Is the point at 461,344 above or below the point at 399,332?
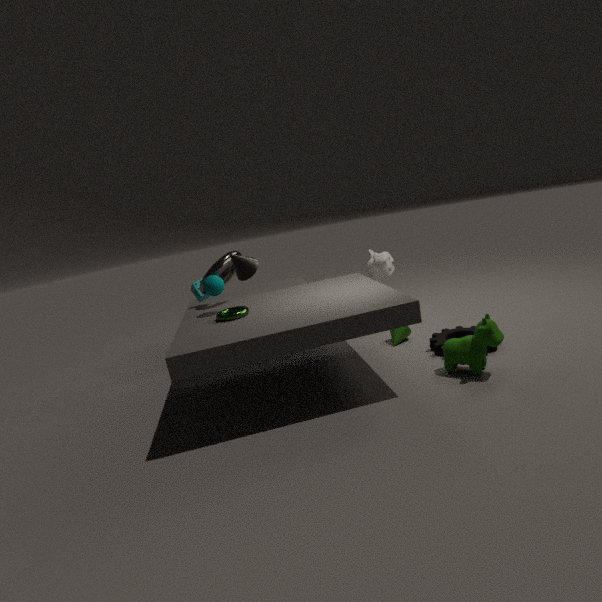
above
